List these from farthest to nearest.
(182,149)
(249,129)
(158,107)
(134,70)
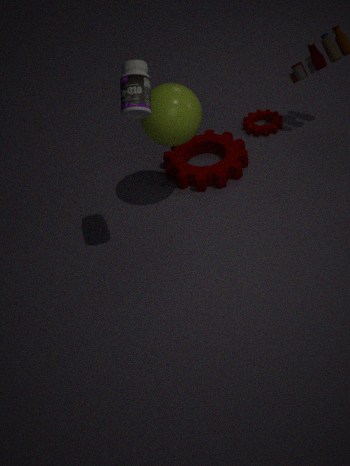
(249,129) → (182,149) → (158,107) → (134,70)
